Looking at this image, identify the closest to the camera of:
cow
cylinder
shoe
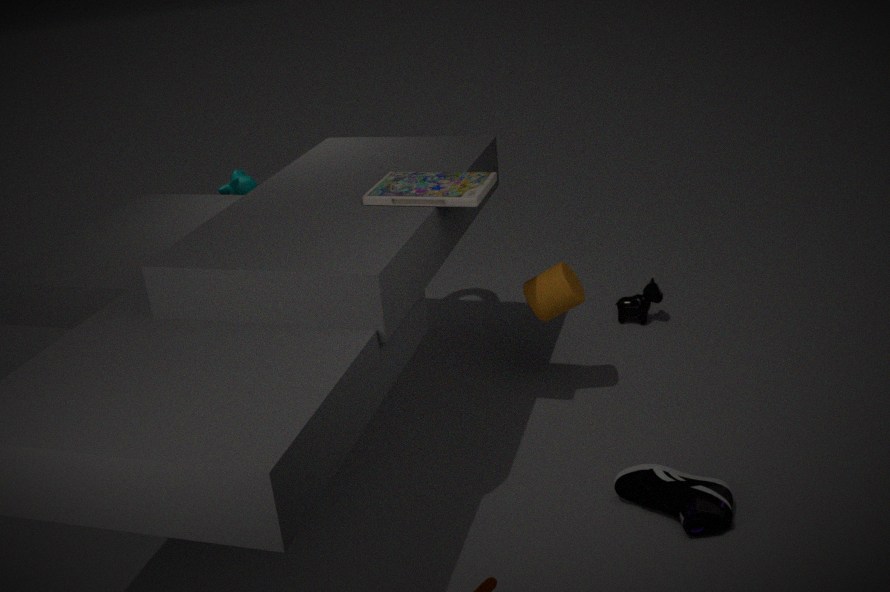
shoe
